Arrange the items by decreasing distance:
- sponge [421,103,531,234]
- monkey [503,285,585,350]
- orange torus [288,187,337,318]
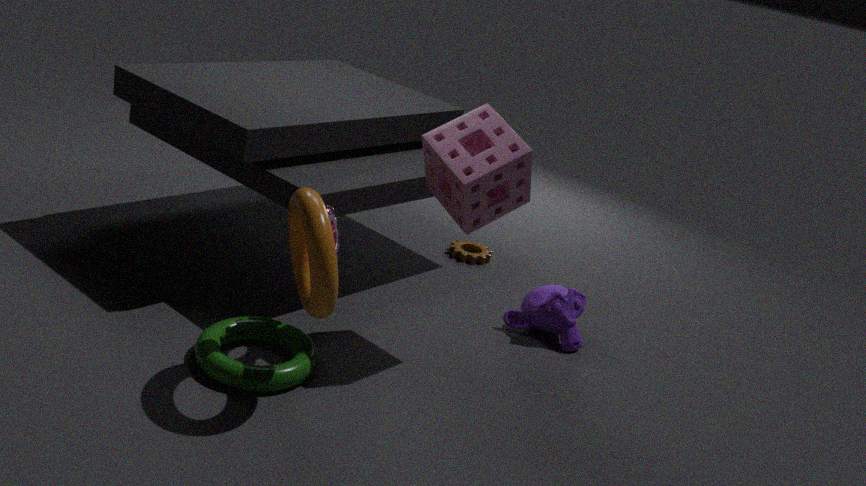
monkey [503,285,585,350]
sponge [421,103,531,234]
orange torus [288,187,337,318]
